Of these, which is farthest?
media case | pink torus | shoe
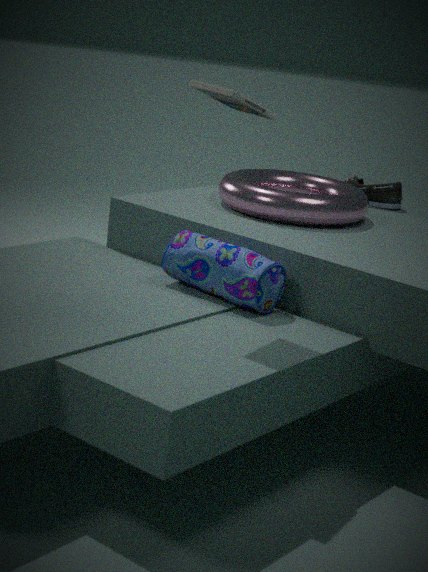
shoe
